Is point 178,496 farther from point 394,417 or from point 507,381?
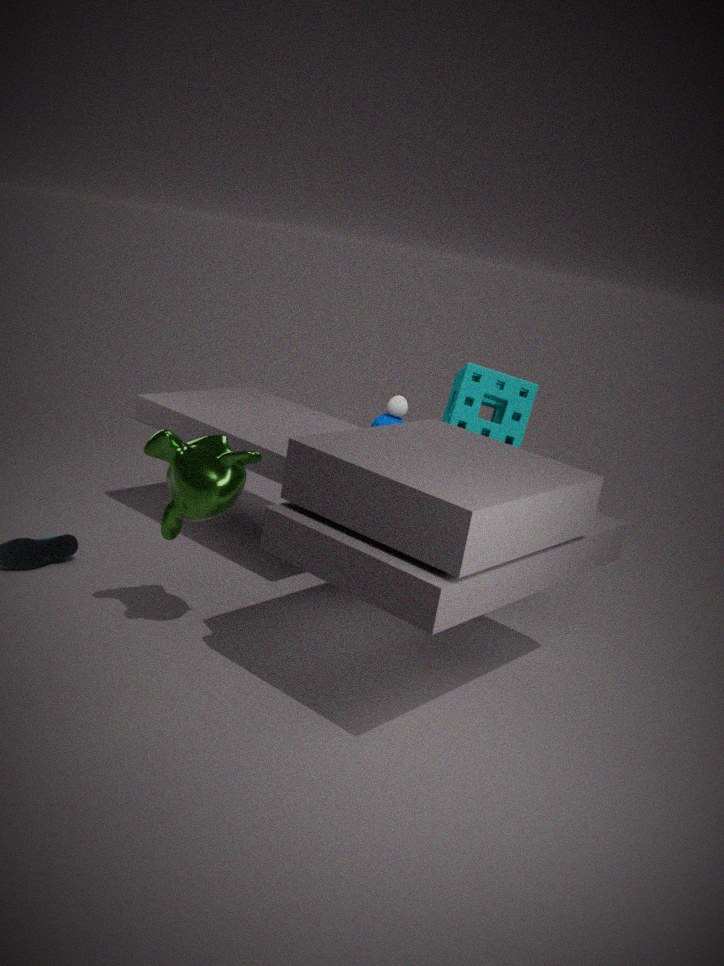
point 507,381
